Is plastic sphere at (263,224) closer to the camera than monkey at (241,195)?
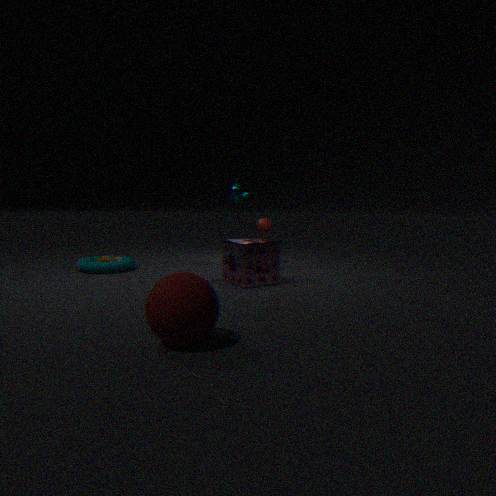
No
